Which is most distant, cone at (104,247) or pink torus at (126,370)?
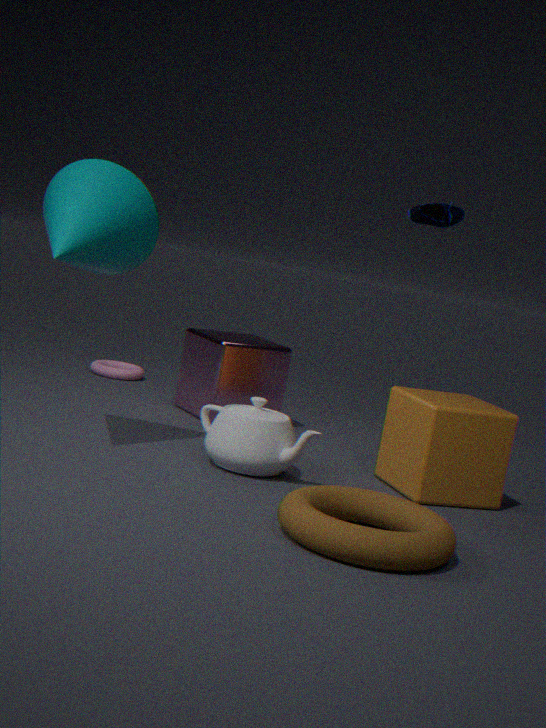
pink torus at (126,370)
